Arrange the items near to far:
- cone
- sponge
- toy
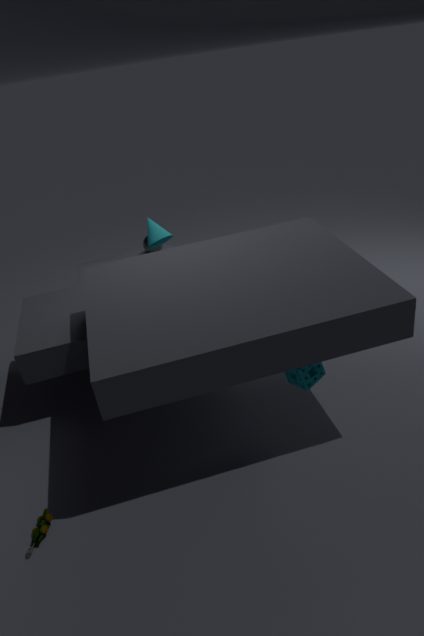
toy
sponge
cone
